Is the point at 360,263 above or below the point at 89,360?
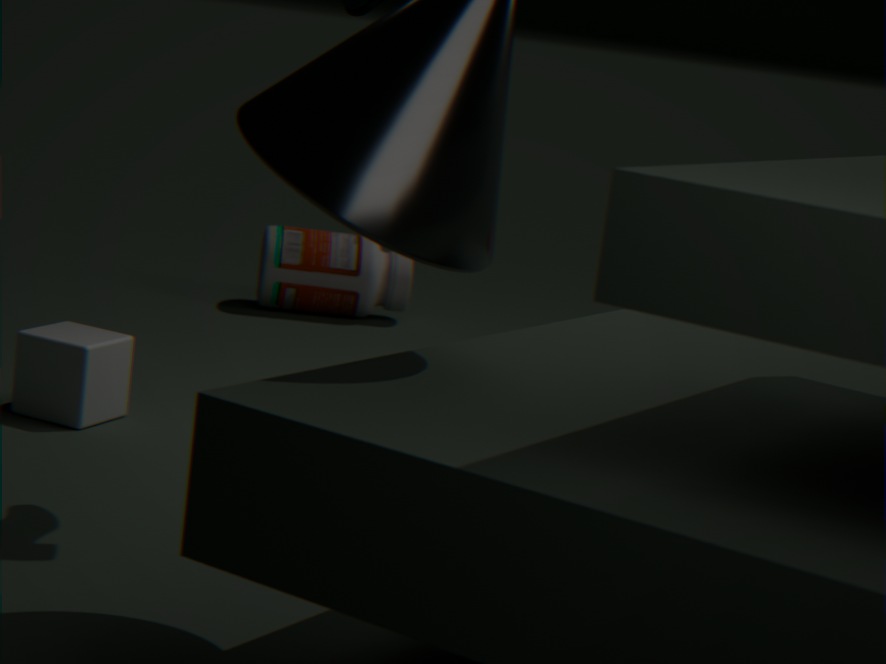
above
